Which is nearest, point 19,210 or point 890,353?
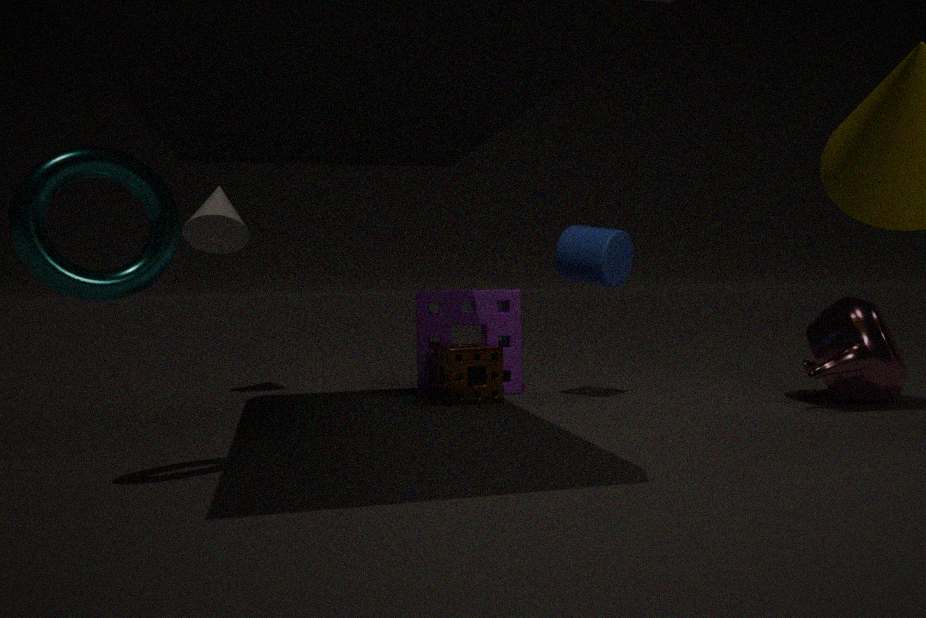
point 19,210
